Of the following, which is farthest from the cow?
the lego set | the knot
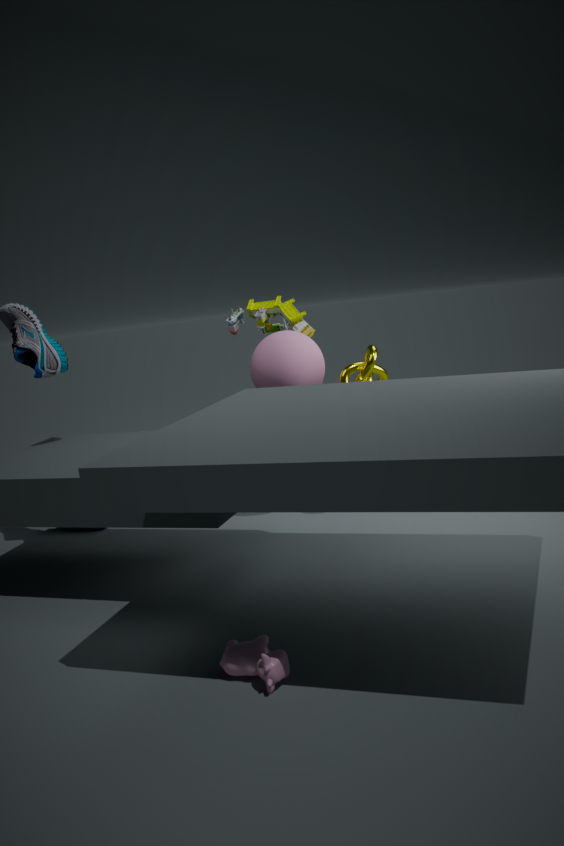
the lego set
